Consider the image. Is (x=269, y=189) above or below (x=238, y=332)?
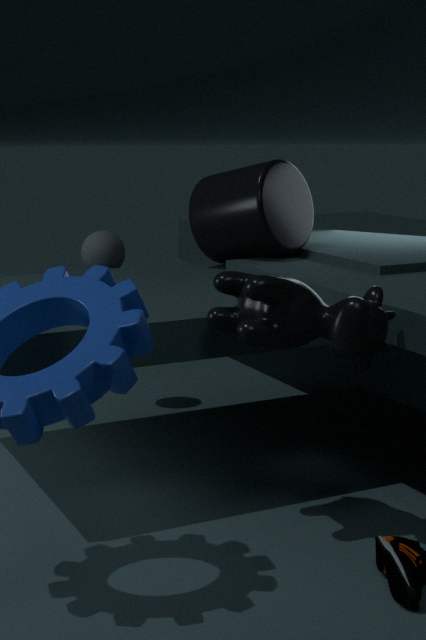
above
